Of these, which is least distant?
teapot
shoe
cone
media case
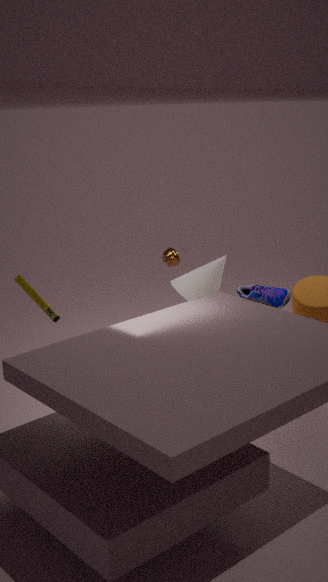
media case
